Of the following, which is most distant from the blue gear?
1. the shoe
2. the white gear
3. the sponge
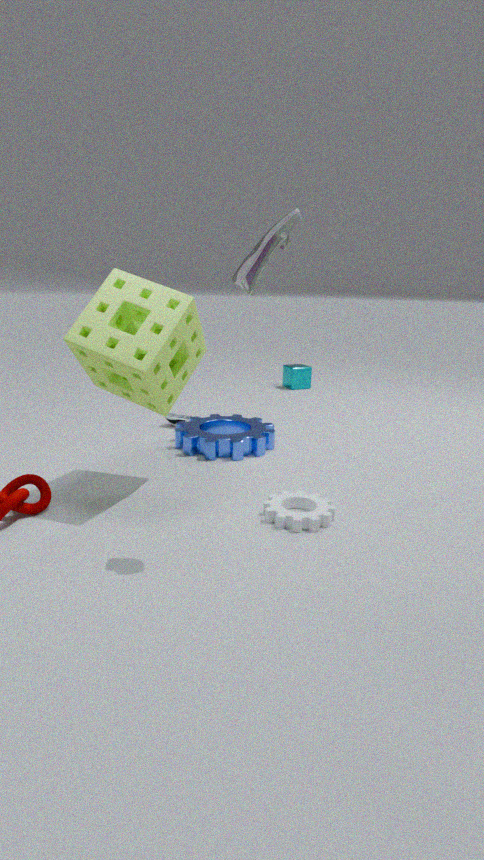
the shoe
